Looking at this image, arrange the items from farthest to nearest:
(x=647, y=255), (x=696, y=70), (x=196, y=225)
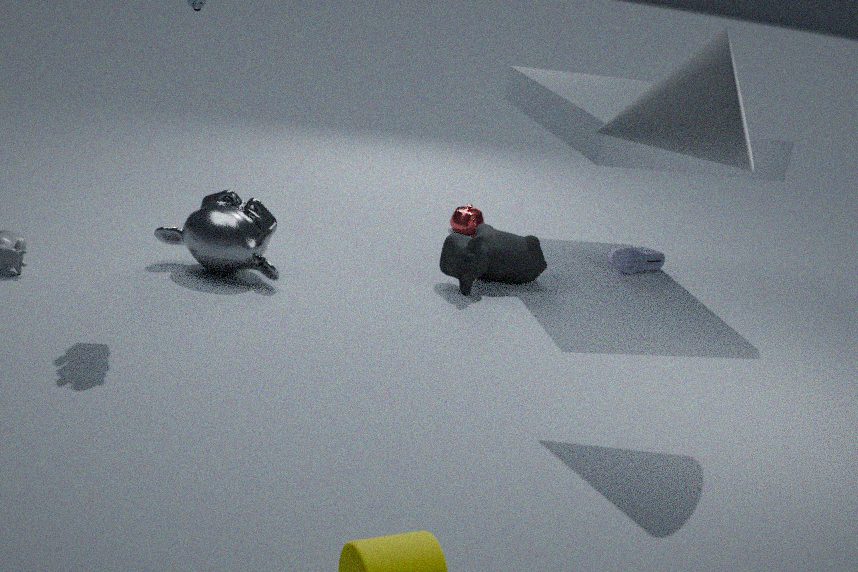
(x=647, y=255) → (x=196, y=225) → (x=696, y=70)
